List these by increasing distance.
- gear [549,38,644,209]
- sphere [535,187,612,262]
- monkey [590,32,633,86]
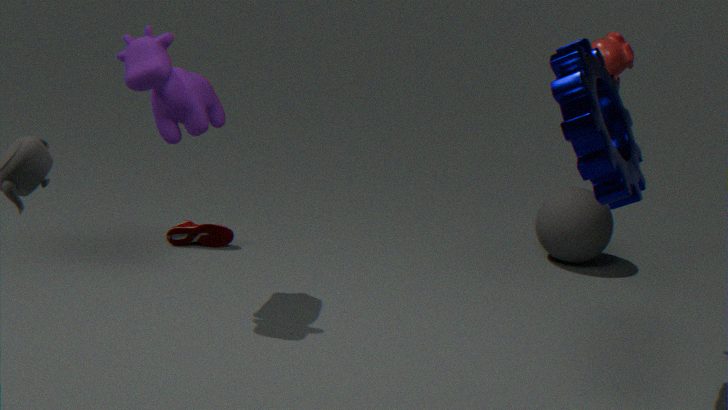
gear [549,38,644,209], monkey [590,32,633,86], sphere [535,187,612,262]
